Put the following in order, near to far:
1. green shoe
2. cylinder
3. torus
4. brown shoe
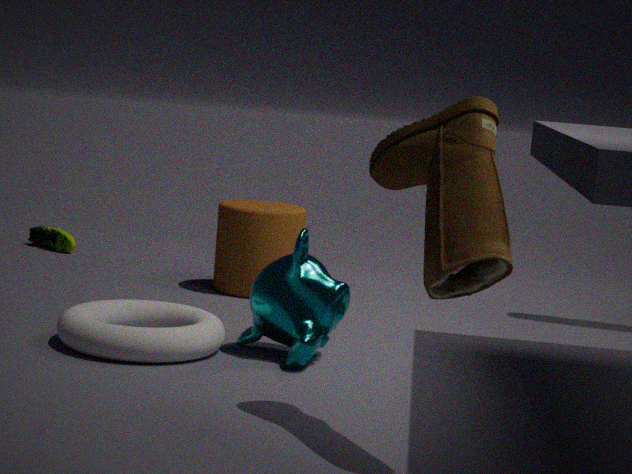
brown shoe, torus, cylinder, green shoe
